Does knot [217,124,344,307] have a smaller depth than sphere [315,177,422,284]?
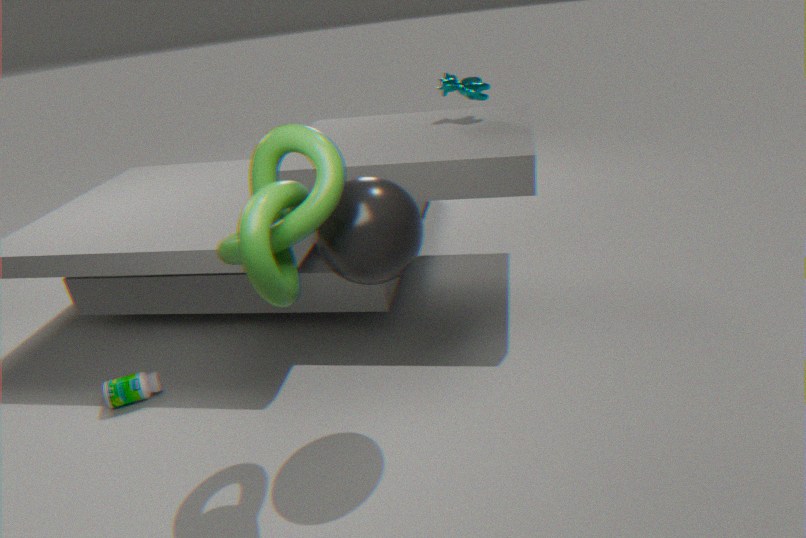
Yes
